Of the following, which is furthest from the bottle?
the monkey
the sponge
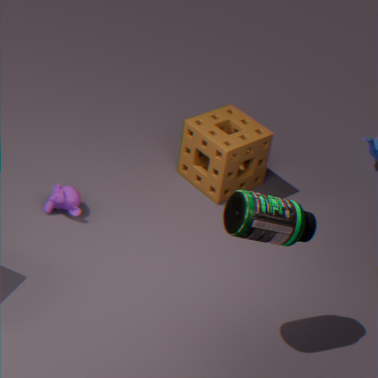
the monkey
